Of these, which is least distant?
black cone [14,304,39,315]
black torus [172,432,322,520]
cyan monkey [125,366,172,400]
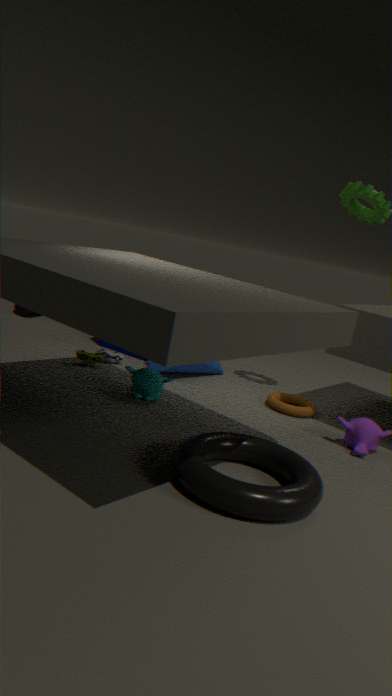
black torus [172,432,322,520]
